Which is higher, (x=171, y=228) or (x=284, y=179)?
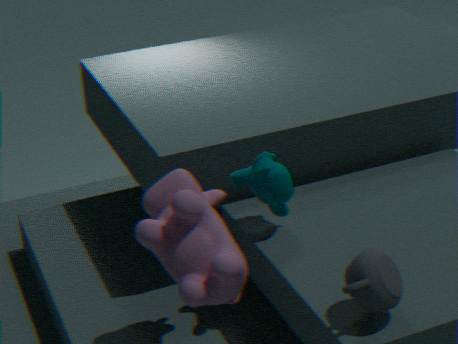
(x=284, y=179)
